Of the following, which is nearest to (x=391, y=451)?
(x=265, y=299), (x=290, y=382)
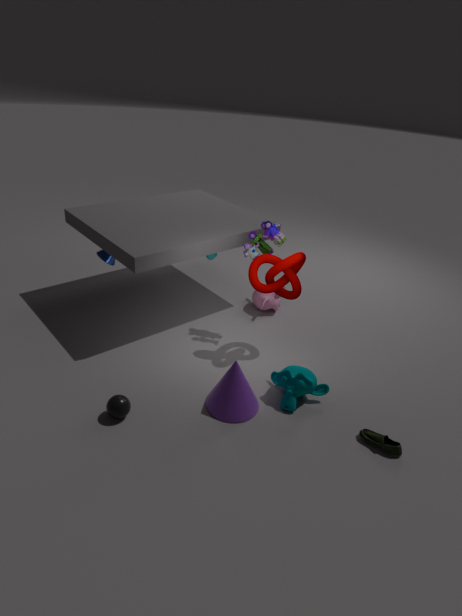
(x=290, y=382)
